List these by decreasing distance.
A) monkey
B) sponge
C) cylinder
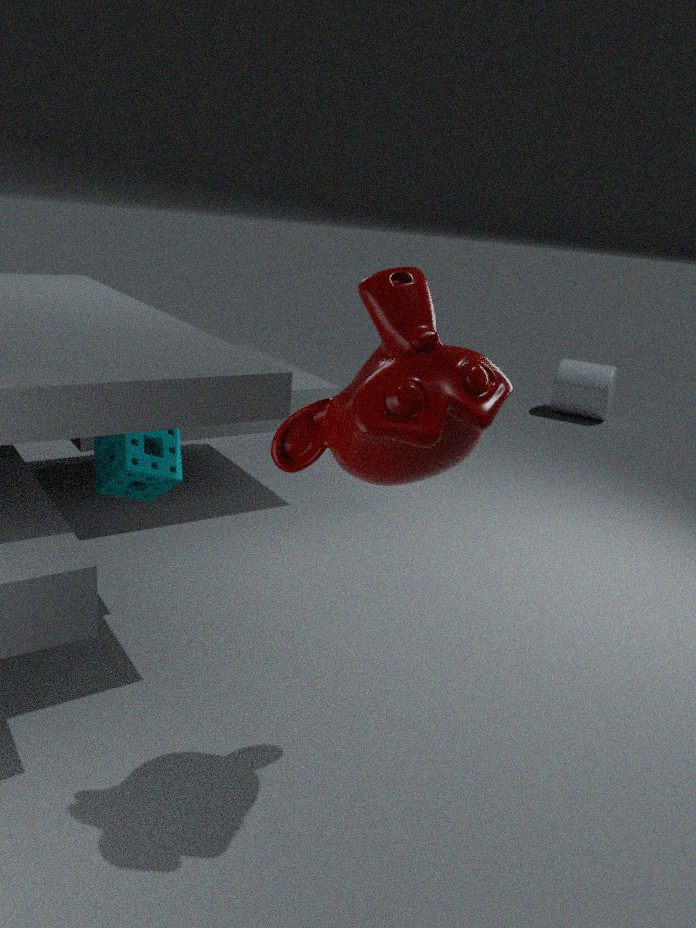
cylinder < sponge < monkey
